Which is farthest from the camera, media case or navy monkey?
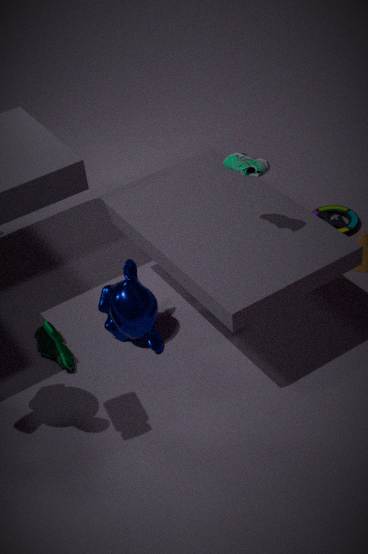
media case
